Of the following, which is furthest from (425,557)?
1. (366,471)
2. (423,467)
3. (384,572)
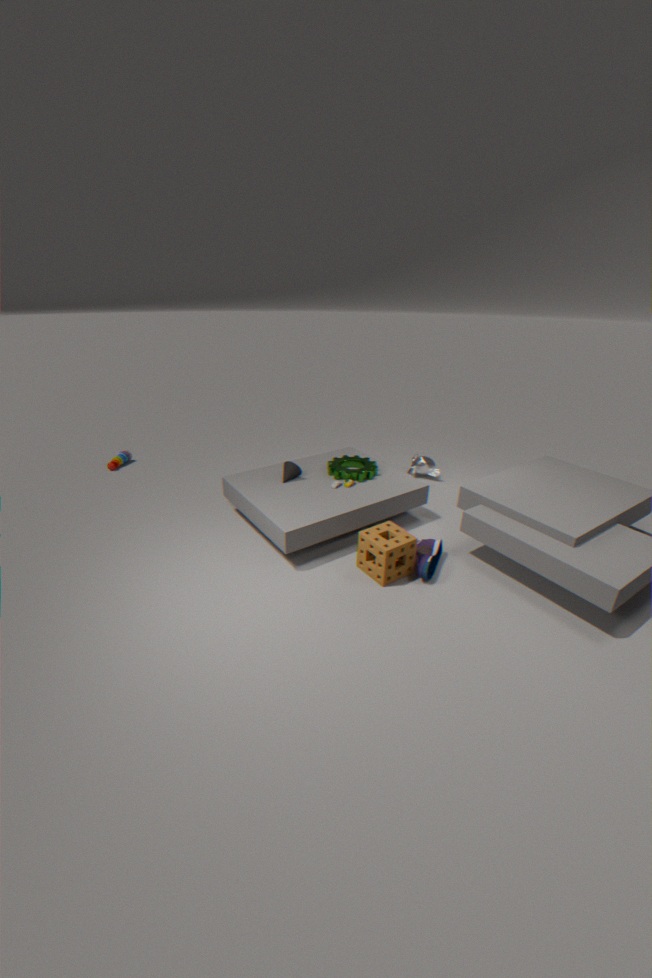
(423,467)
